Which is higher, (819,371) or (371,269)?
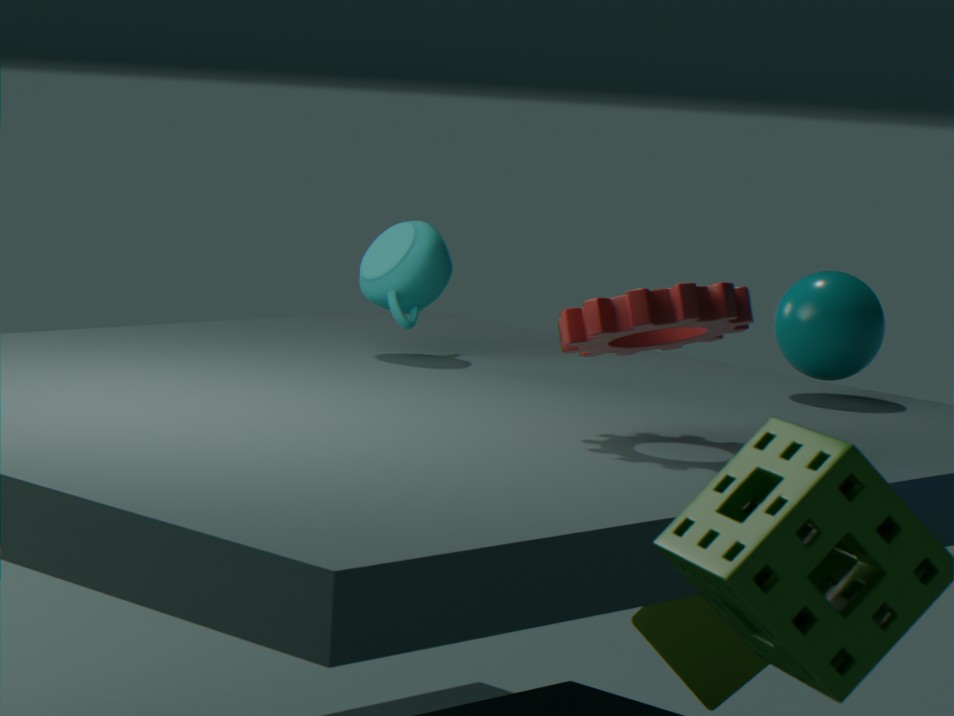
(371,269)
